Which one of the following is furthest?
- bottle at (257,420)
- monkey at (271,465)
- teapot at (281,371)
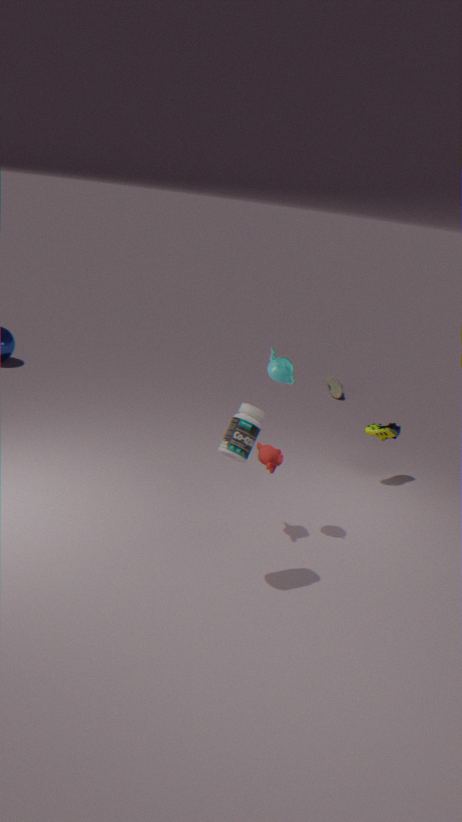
monkey at (271,465)
